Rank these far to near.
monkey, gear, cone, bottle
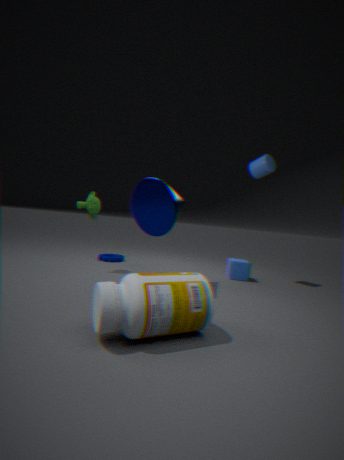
gear, monkey, cone, bottle
